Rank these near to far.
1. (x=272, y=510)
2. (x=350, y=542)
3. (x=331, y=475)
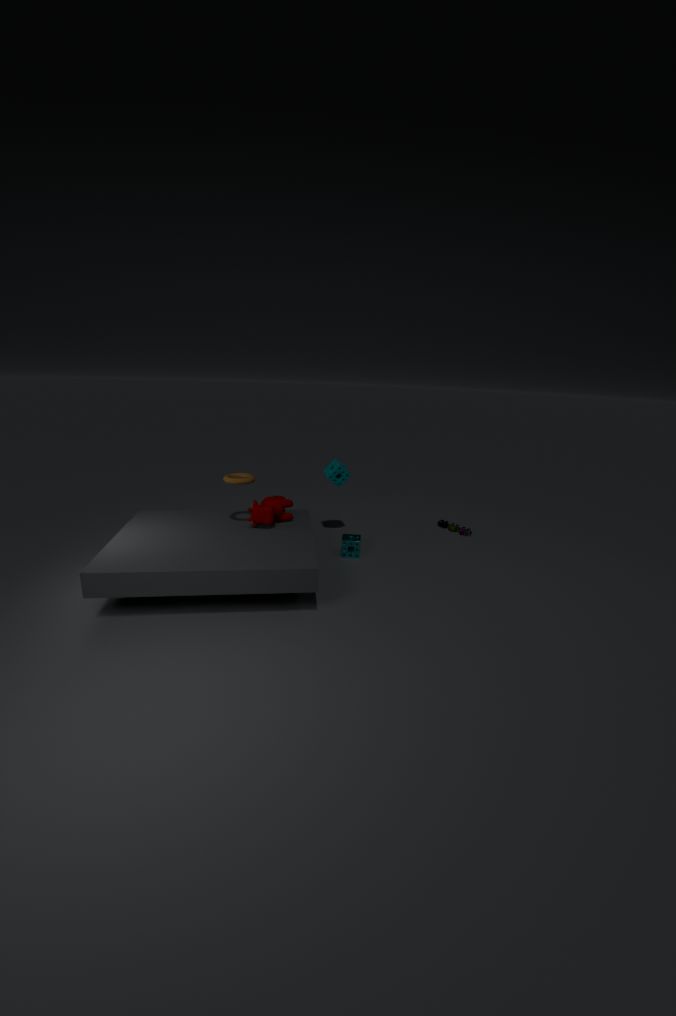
(x=272, y=510) < (x=350, y=542) < (x=331, y=475)
